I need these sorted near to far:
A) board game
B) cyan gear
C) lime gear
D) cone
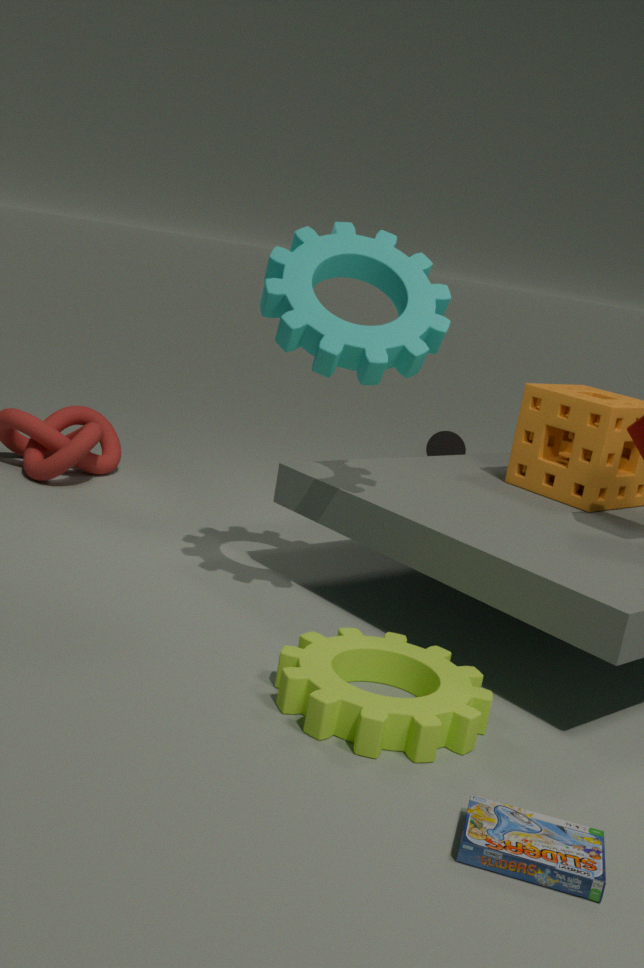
board game, lime gear, cyan gear, cone
